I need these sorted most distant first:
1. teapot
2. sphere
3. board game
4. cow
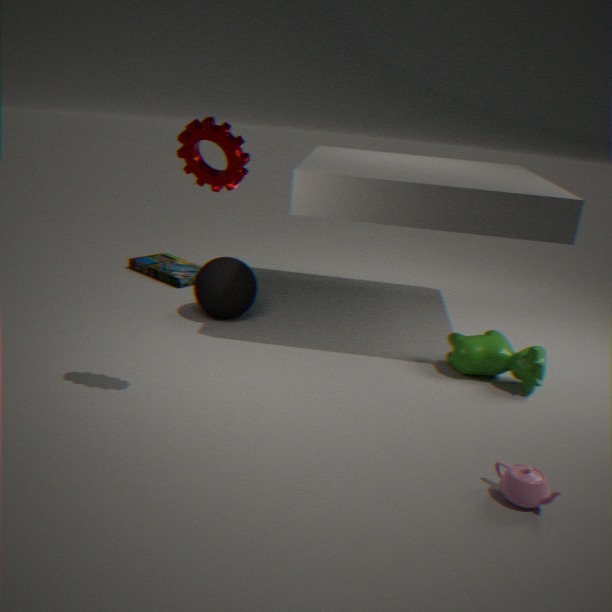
board game < sphere < cow < teapot
